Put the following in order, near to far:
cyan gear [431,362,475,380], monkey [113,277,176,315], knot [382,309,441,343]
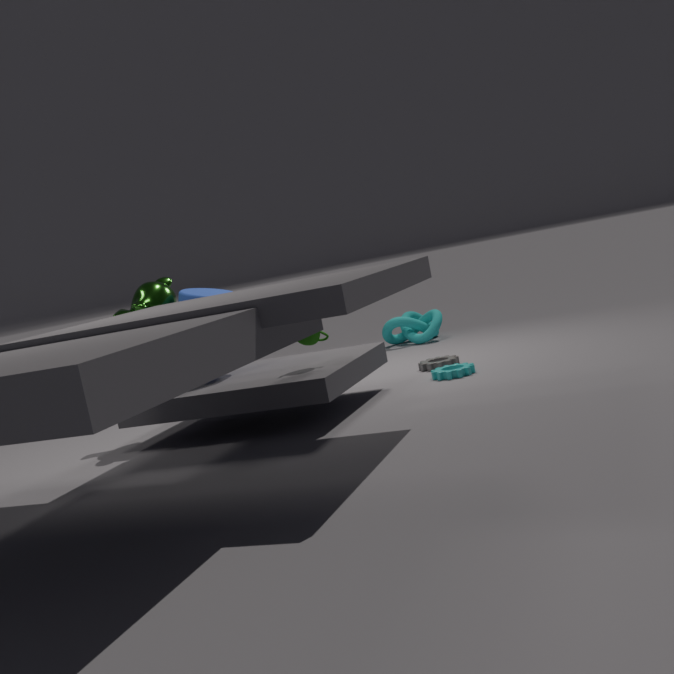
monkey [113,277,176,315] → cyan gear [431,362,475,380] → knot [382,309,441,343]
